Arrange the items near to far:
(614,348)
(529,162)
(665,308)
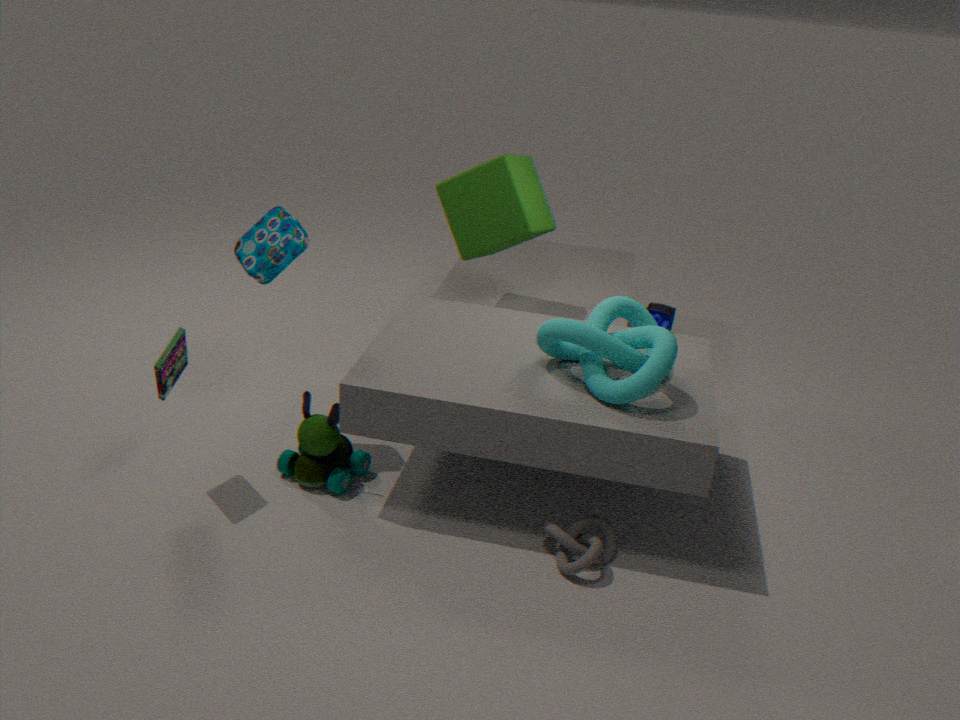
(614,348) < (529,162) < (665,308)
